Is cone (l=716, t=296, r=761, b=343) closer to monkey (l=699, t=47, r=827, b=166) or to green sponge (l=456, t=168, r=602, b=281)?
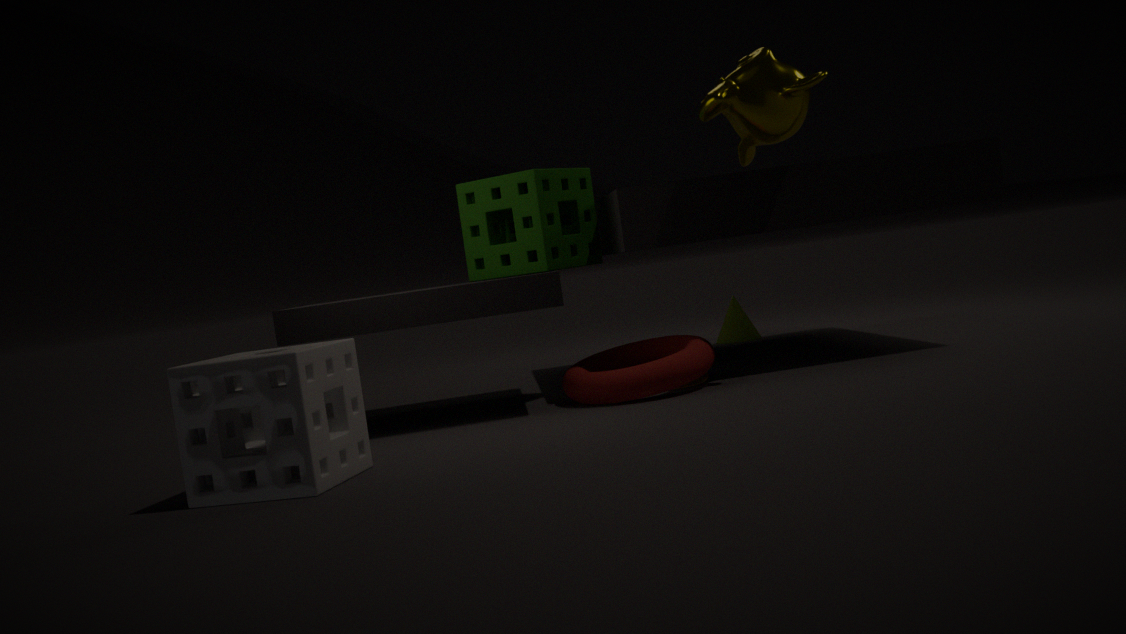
green sponge (l=456, t=168, r=602, b=281)
